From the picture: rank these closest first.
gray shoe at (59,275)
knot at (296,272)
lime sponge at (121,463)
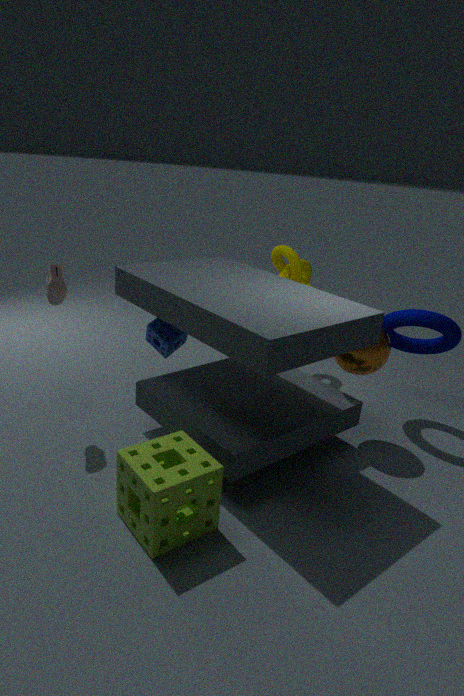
lime sponge at (121,463) → gray shoe at (59,275) → knot at (296,272)
